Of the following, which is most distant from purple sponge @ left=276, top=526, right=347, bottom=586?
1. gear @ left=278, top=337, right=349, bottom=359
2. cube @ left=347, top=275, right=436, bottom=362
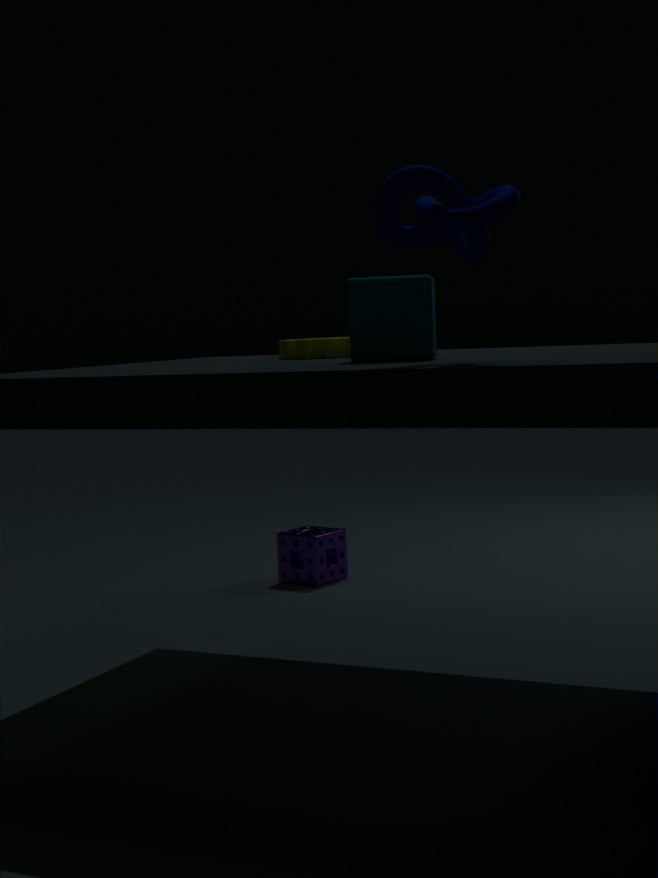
cube @ left=347, top=275, right=436, bottom=362
